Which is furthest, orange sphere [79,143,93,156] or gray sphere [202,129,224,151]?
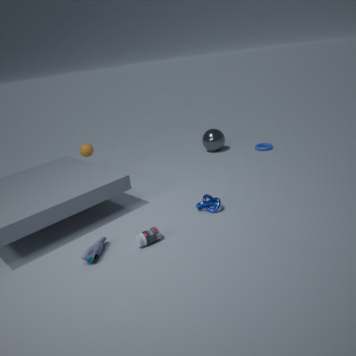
gray sphere [202,129,224,151]
